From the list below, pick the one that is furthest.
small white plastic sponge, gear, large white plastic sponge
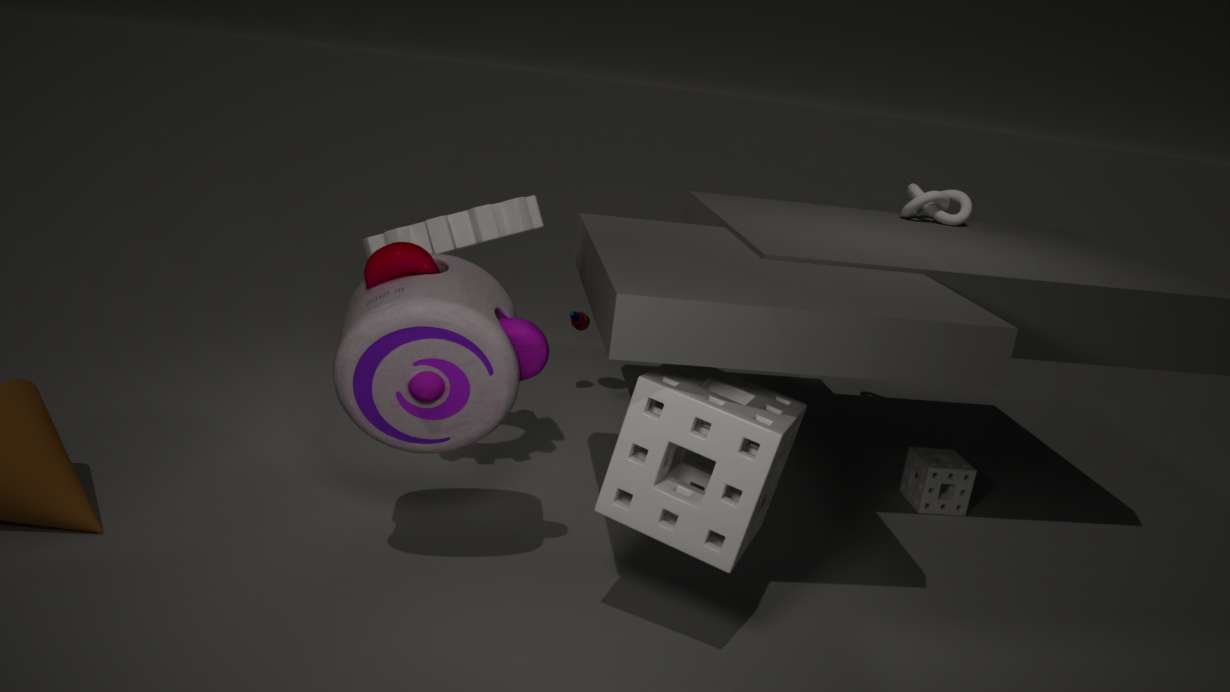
small white plastic sponge
